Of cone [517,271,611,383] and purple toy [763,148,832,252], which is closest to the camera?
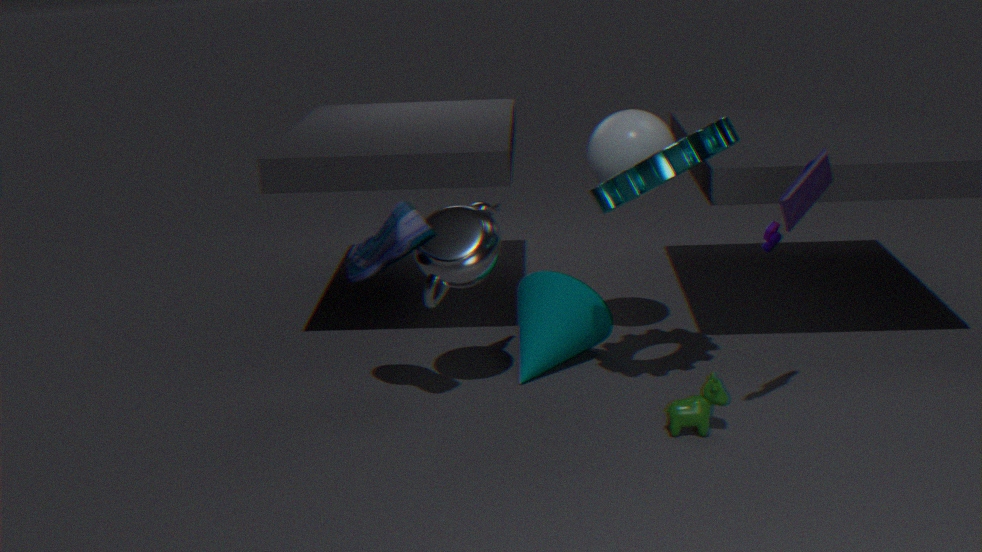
purple toy [763,148,832,252]
